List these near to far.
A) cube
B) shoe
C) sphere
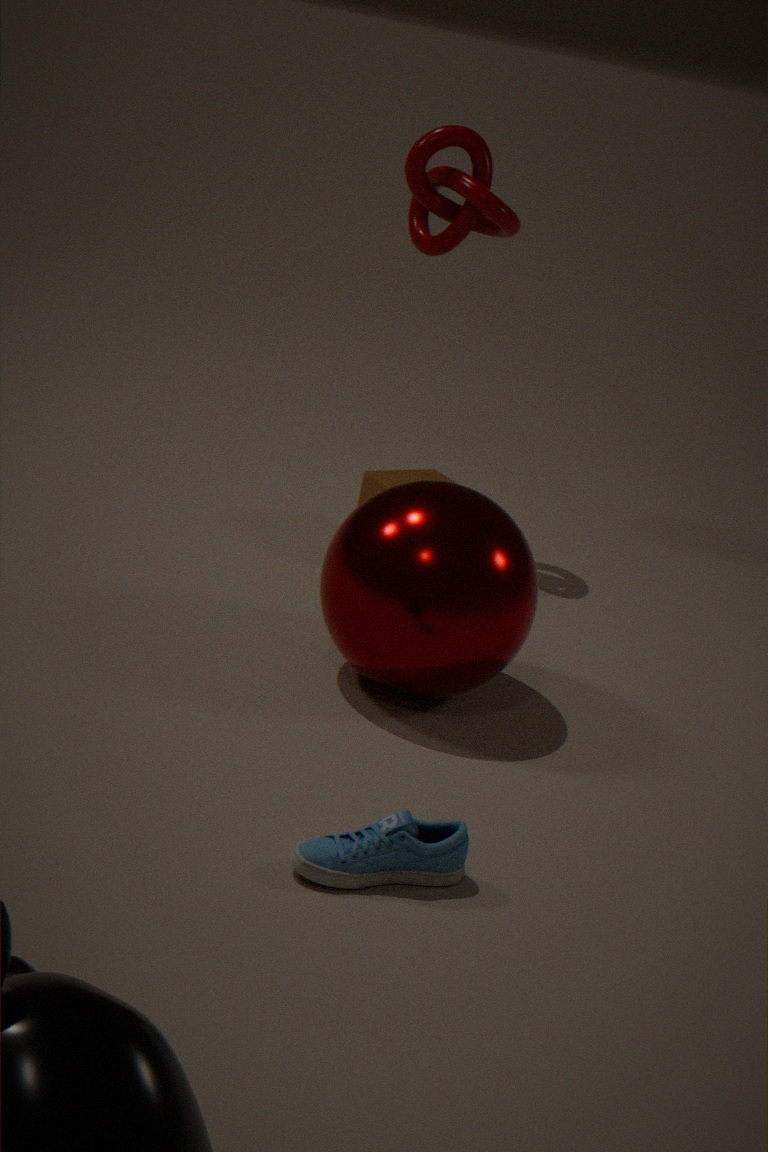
shoe → sphere → cube
